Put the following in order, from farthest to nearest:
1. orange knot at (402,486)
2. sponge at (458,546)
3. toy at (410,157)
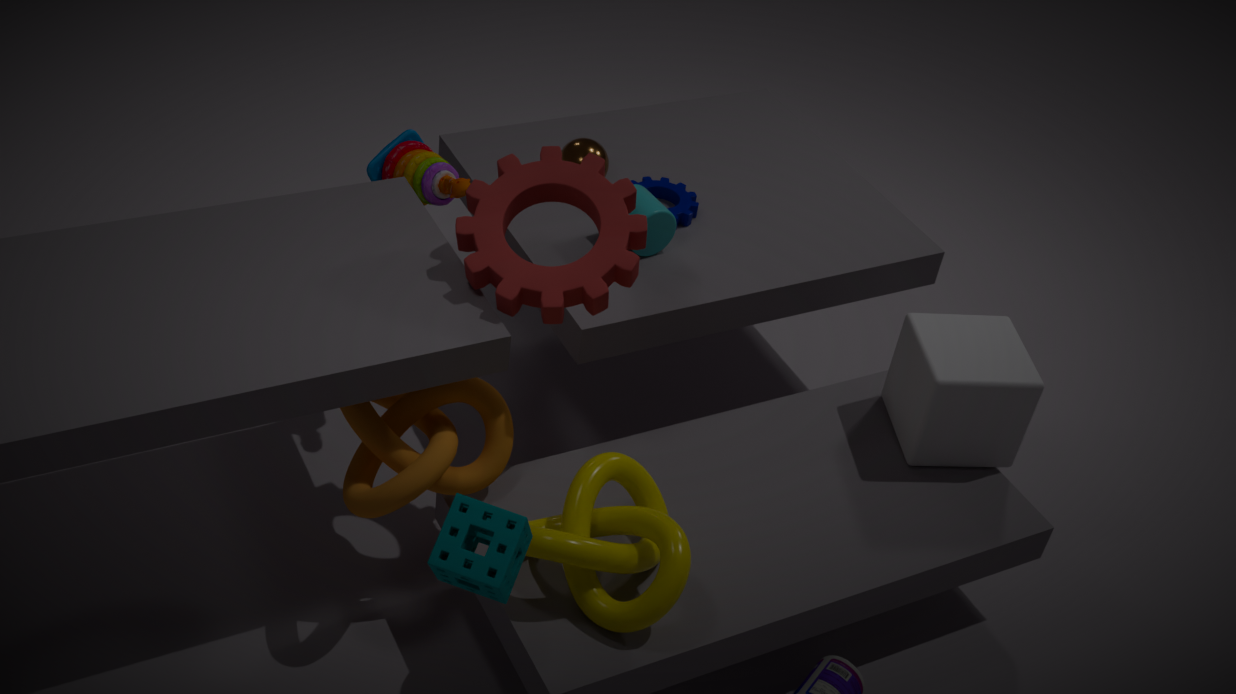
toy at (410,157) → orange knot at (402,486) → sponge at (458,546)
